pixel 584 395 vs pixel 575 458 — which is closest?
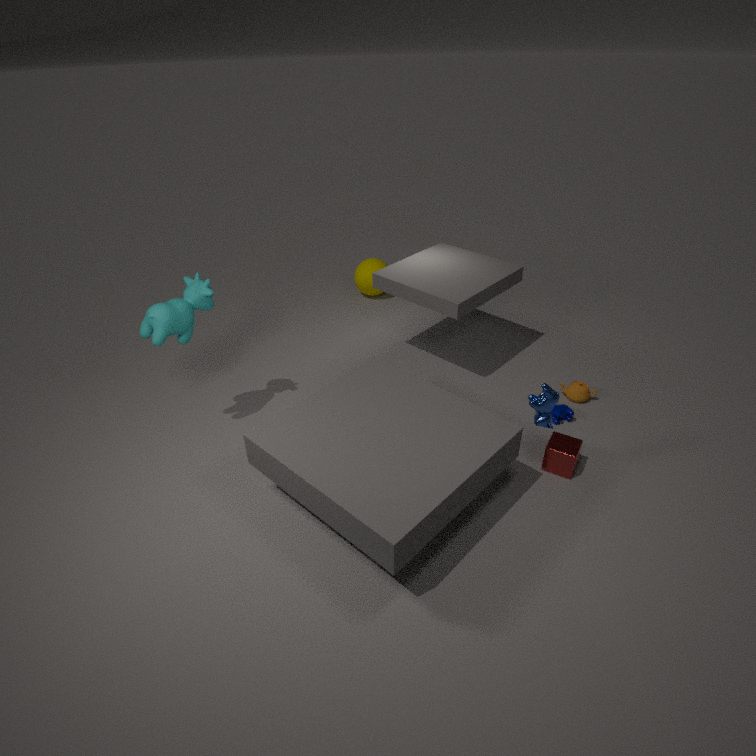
pixel 575 458
